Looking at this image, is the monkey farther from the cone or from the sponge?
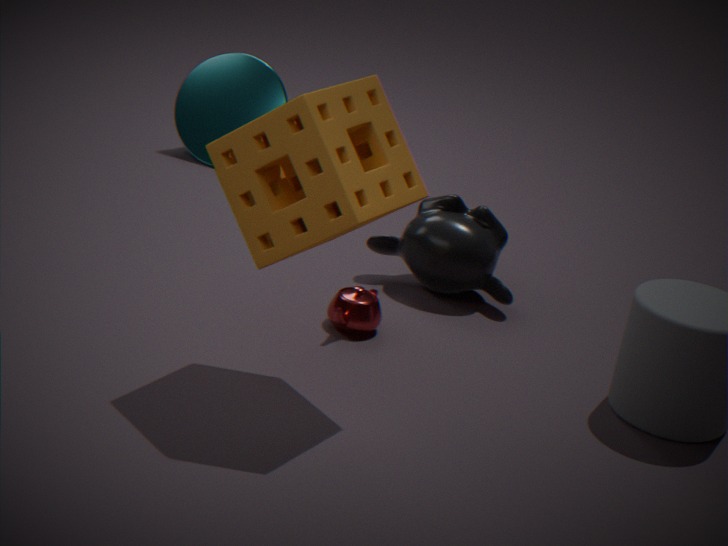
the cone
